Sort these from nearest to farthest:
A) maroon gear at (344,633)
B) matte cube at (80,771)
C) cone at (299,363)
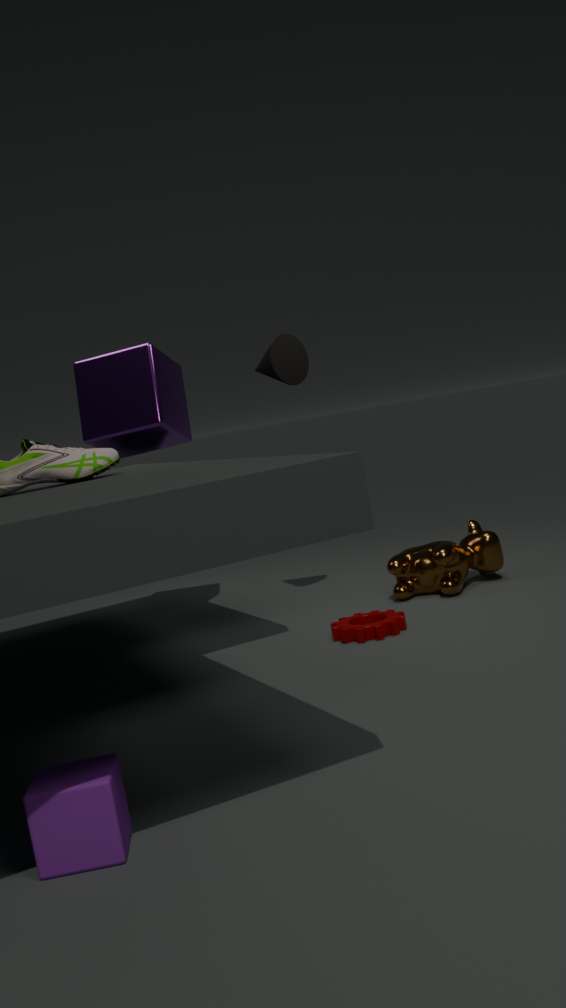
matte cube at (80,771) → maroon gear at (344,633) → cone at (299,363)
